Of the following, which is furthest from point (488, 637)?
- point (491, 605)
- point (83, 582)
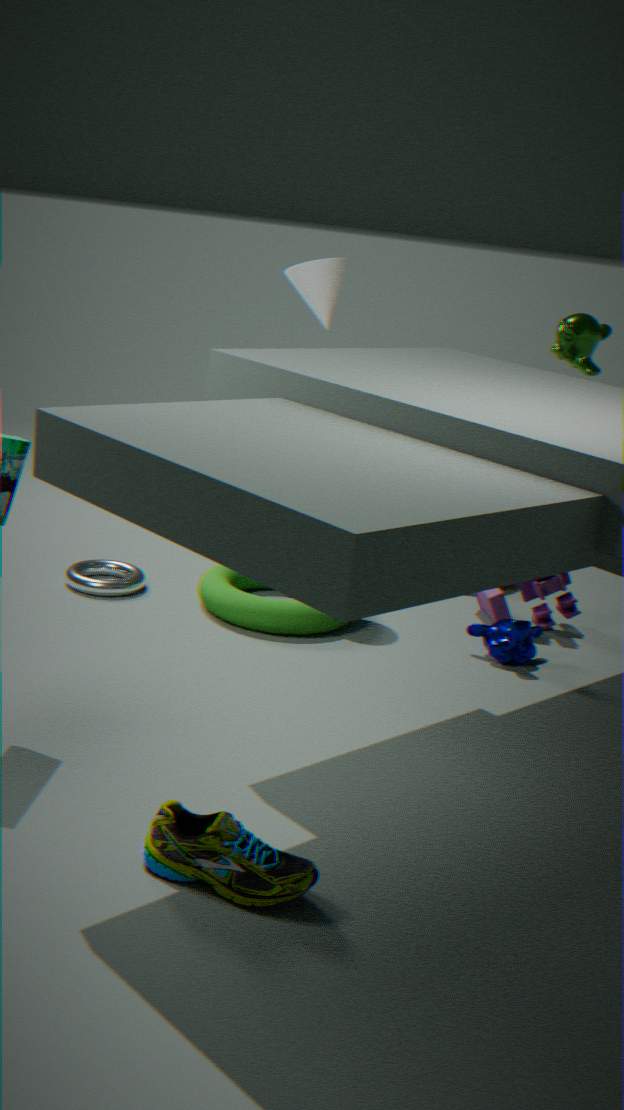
point (83, 582)
